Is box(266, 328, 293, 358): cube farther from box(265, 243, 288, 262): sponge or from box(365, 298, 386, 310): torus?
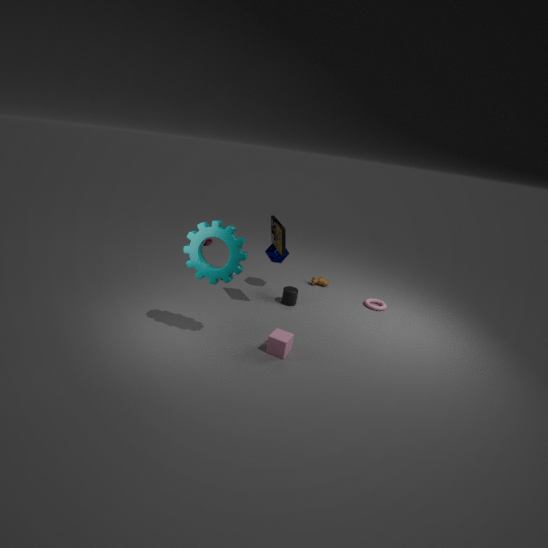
box(365, 298, 386, 310): torus
